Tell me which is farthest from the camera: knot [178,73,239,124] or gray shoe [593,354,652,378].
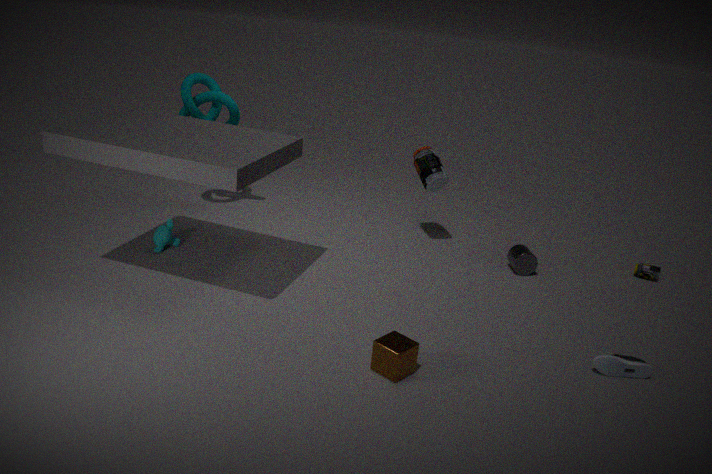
knot [178,73,239,124]
